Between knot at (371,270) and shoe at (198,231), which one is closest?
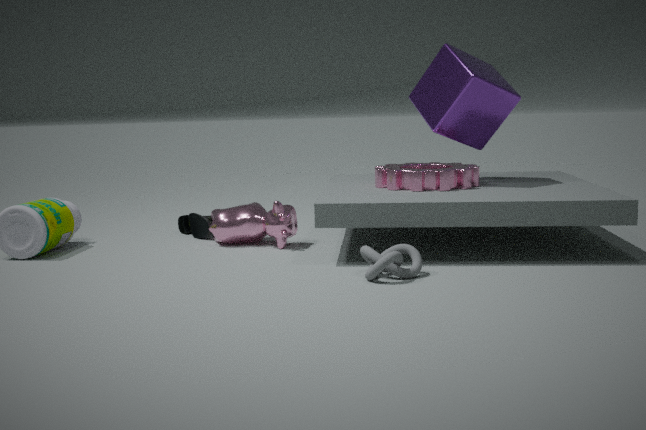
knot at (371,270)
